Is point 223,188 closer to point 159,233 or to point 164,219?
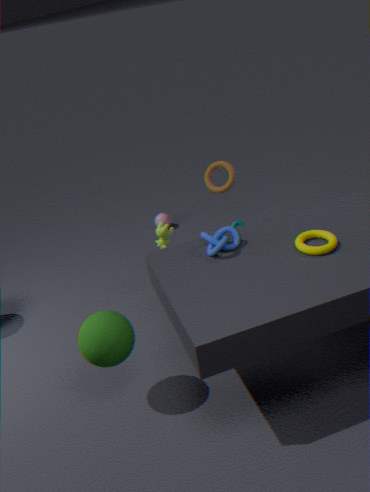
point 159,233
